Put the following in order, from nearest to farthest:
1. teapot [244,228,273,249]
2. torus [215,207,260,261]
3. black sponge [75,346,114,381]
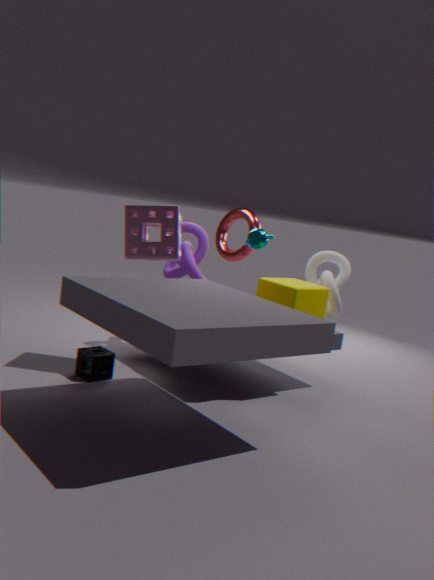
black sponge [75,346,114,381], teapot [244,228,273,249], torus [215,207,260,261]
